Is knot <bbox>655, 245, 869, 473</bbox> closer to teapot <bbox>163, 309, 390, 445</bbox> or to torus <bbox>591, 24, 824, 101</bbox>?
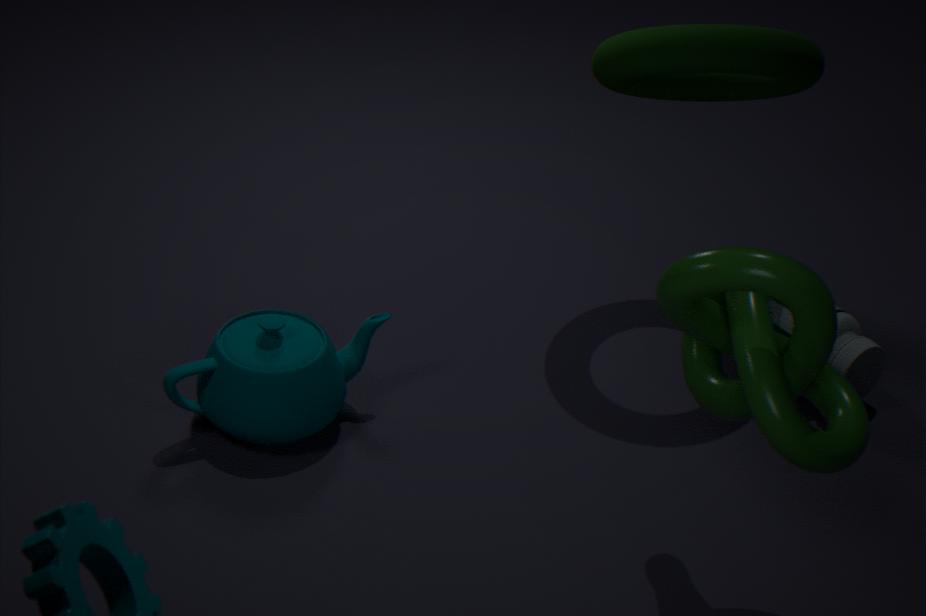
torus <bbox>591, 24, 824, 101</bbox>
